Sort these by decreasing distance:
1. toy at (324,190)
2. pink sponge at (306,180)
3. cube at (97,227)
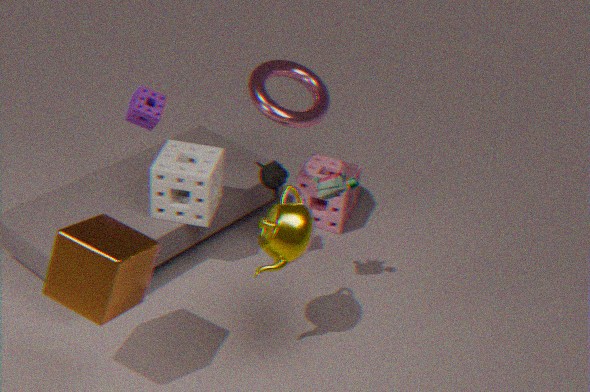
pink sponge at (306,180)
toy at (324,190)
cube at (97,227)
